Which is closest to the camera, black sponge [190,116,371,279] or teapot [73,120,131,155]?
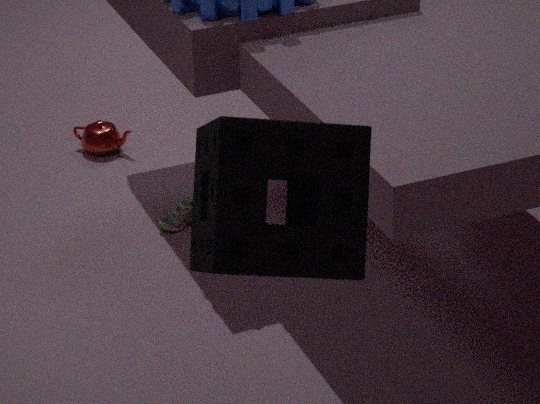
black sponge [190,116,371,279]
